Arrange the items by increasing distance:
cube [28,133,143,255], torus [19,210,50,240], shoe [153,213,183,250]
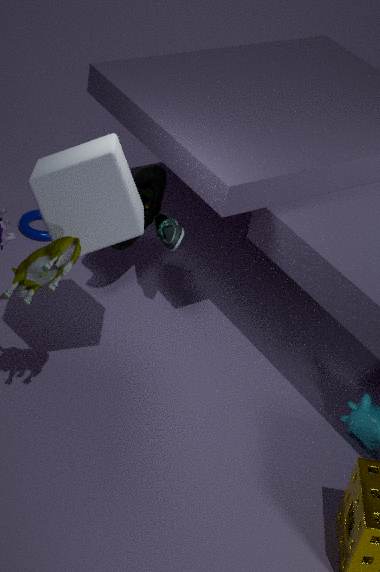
1. cube [28,133,143,255]
2. shoe [153,213,183,250]
3. torus [19,210,50,240]
